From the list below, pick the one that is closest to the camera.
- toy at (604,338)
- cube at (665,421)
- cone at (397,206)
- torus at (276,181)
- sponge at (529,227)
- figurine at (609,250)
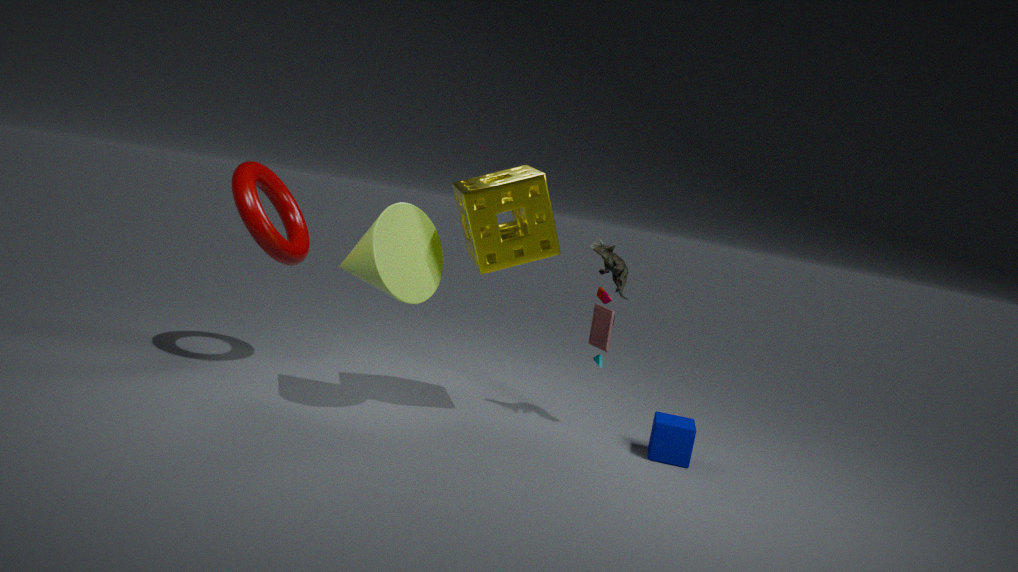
cone at (397,206)
